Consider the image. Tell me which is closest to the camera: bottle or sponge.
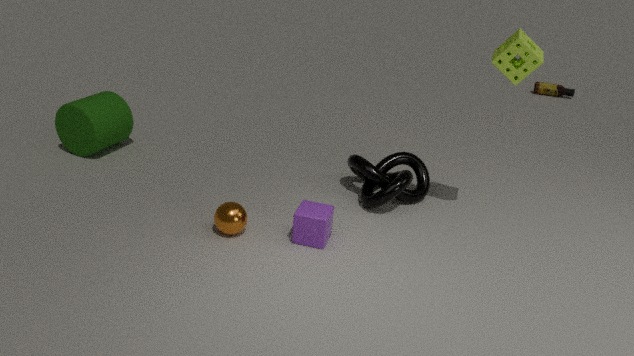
sponge
